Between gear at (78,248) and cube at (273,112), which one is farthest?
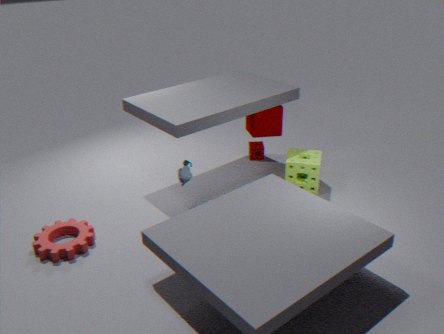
cube at (273,112)
